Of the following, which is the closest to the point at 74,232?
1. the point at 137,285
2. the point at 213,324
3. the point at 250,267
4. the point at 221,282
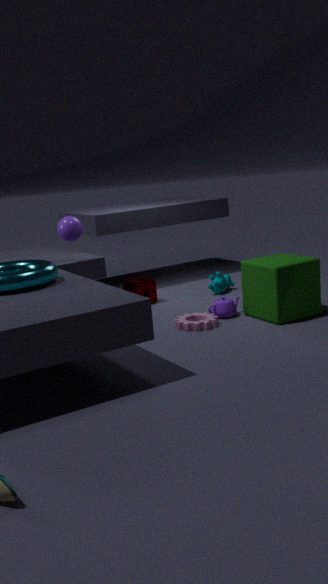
the point at 137,285
